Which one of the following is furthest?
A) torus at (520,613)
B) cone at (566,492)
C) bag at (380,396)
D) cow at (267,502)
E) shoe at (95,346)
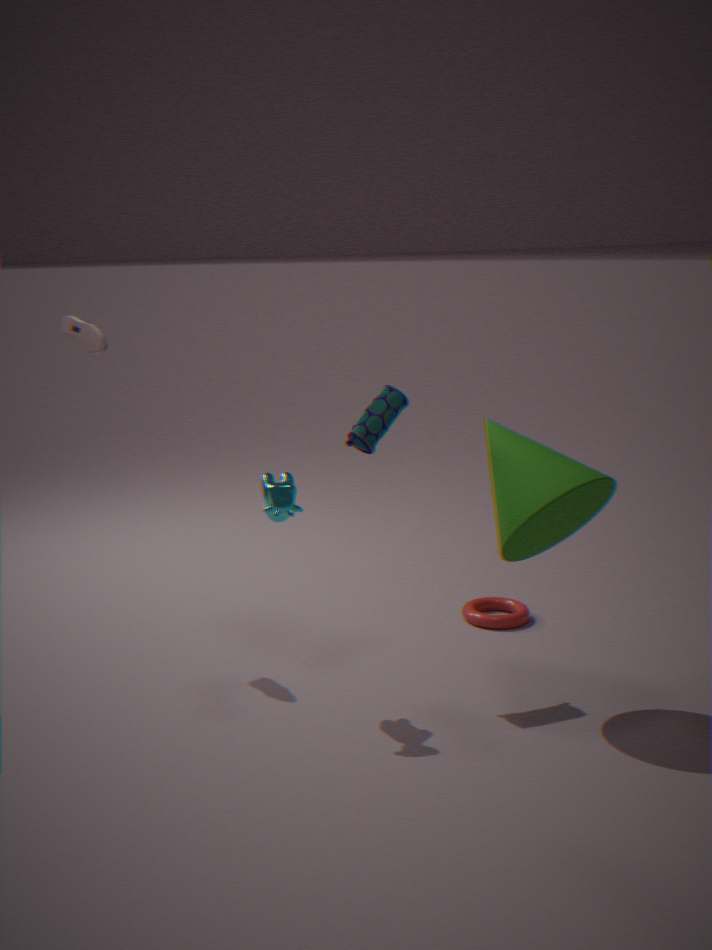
torus at (520,613)
